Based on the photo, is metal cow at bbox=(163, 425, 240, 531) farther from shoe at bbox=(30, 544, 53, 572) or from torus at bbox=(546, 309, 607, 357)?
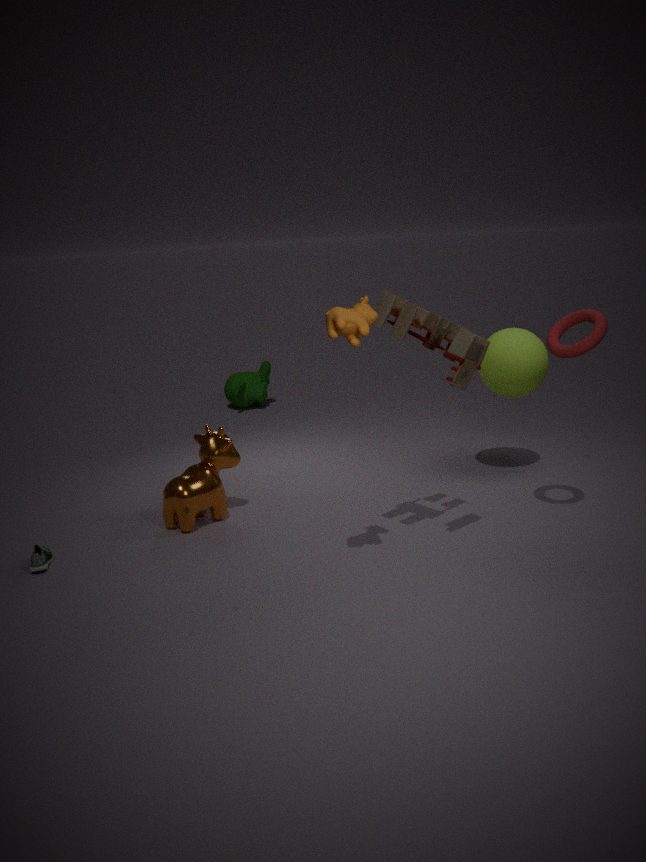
torus at bbox=(546, 309, 607, 357)
